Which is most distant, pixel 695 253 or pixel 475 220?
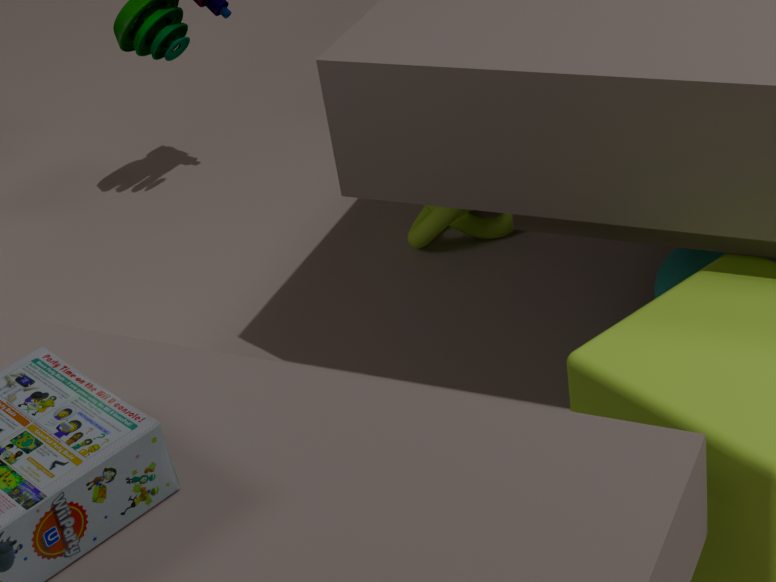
pixel 475 220
